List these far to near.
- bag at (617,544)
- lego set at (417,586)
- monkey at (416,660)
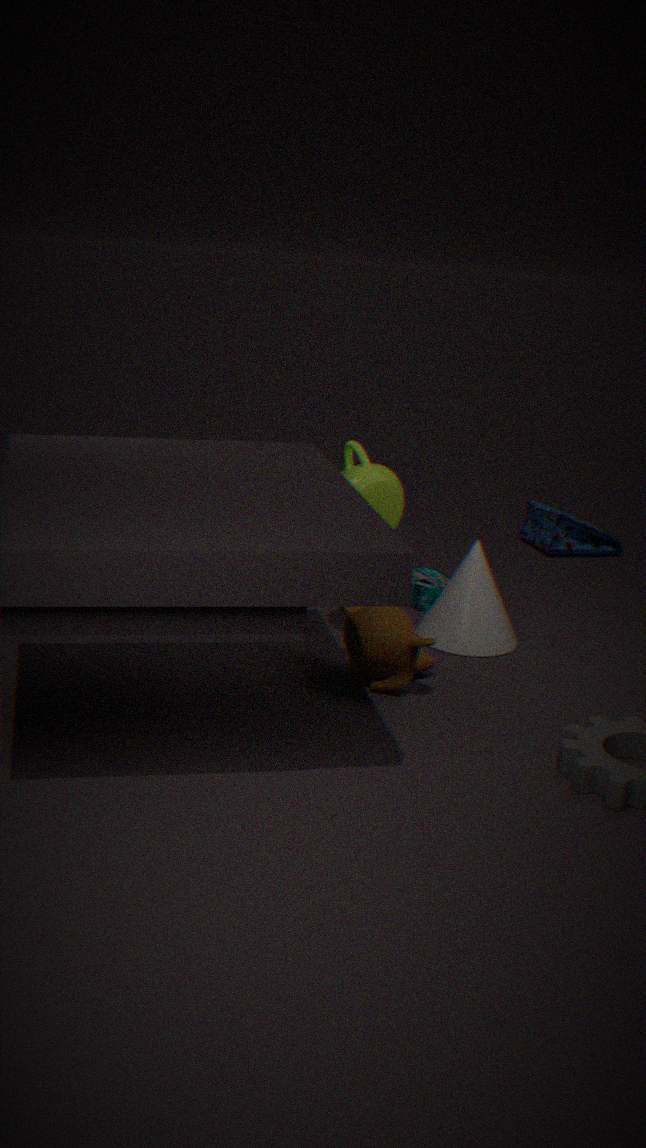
bag at (617,544), lego set at (417,586), monkey at (416,660)
